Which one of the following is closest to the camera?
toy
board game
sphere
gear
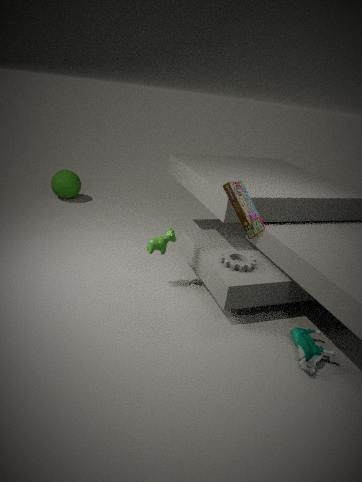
board game
